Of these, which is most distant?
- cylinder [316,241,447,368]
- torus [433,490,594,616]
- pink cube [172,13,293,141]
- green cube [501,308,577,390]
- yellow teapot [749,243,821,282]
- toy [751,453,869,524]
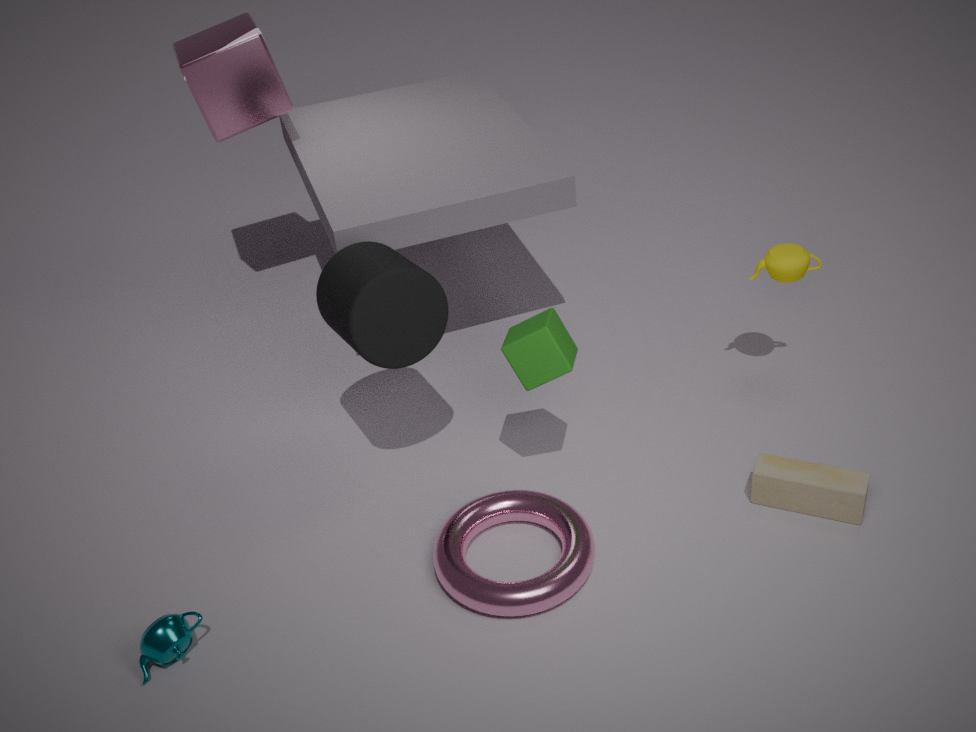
pink cube [172,13,293,141]
